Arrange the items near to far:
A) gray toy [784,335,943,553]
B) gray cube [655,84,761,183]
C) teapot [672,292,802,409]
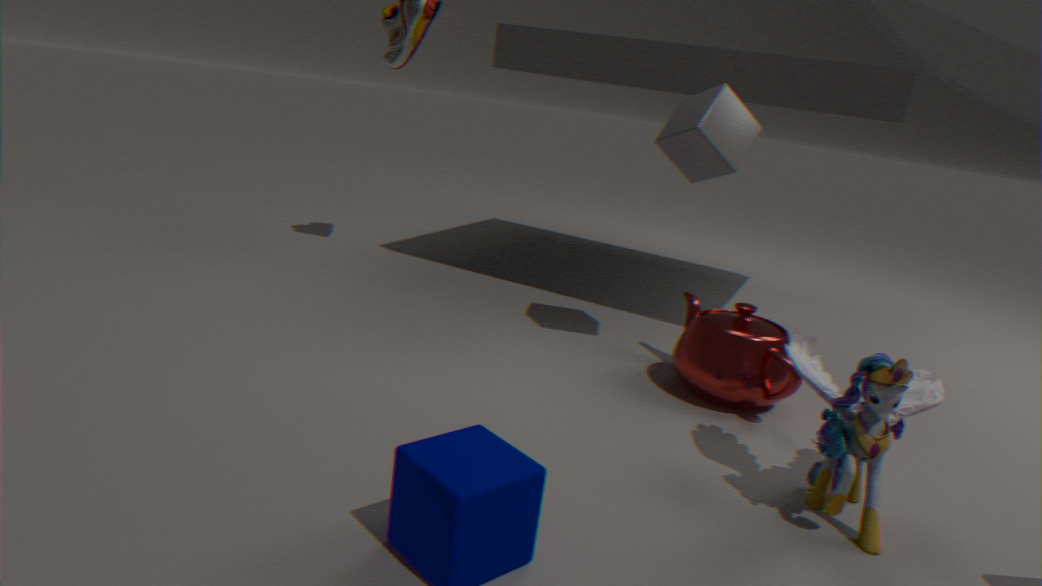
1. gray toy [784,335,943,553]
2. teapot [672,292,802,409]
3. gray cube [655,84,761,183]
